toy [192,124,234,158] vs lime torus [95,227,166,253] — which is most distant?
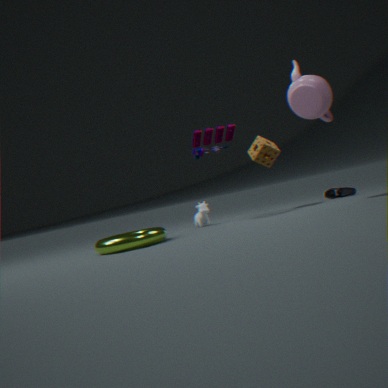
toy [192,124,234,158]
